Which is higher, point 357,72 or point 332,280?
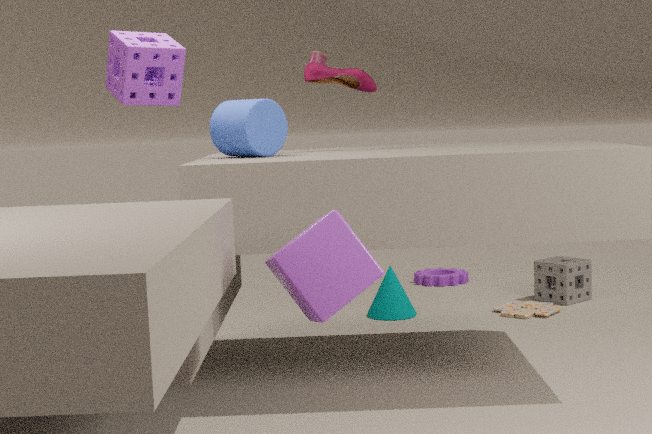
point 357,72
